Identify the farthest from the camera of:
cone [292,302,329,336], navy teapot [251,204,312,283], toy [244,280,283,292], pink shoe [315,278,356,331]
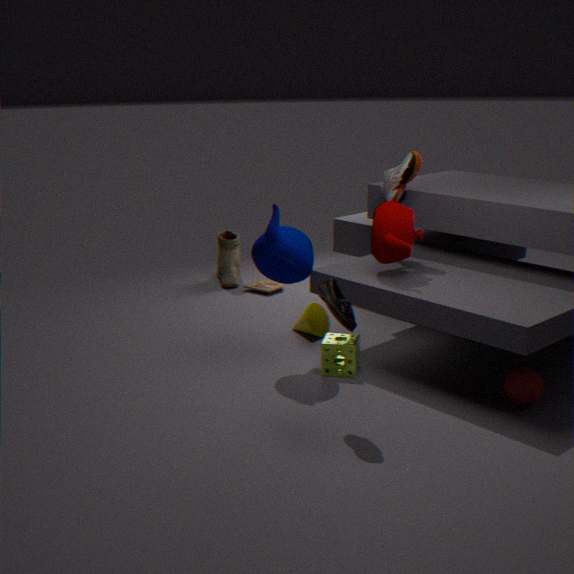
toy [244,280,283,292]
